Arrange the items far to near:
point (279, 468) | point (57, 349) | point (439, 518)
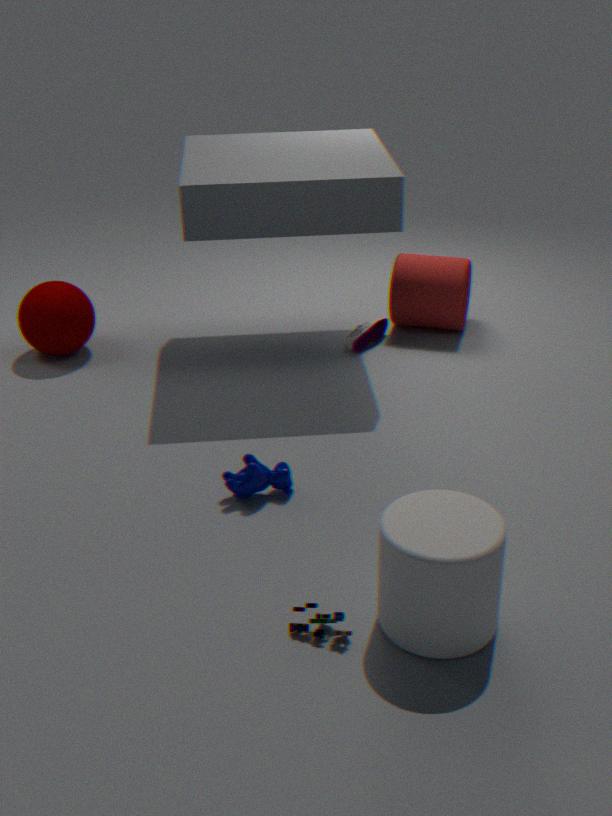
1. point (57, 349)
2. point (279, 468)
3. point (439, 518)
